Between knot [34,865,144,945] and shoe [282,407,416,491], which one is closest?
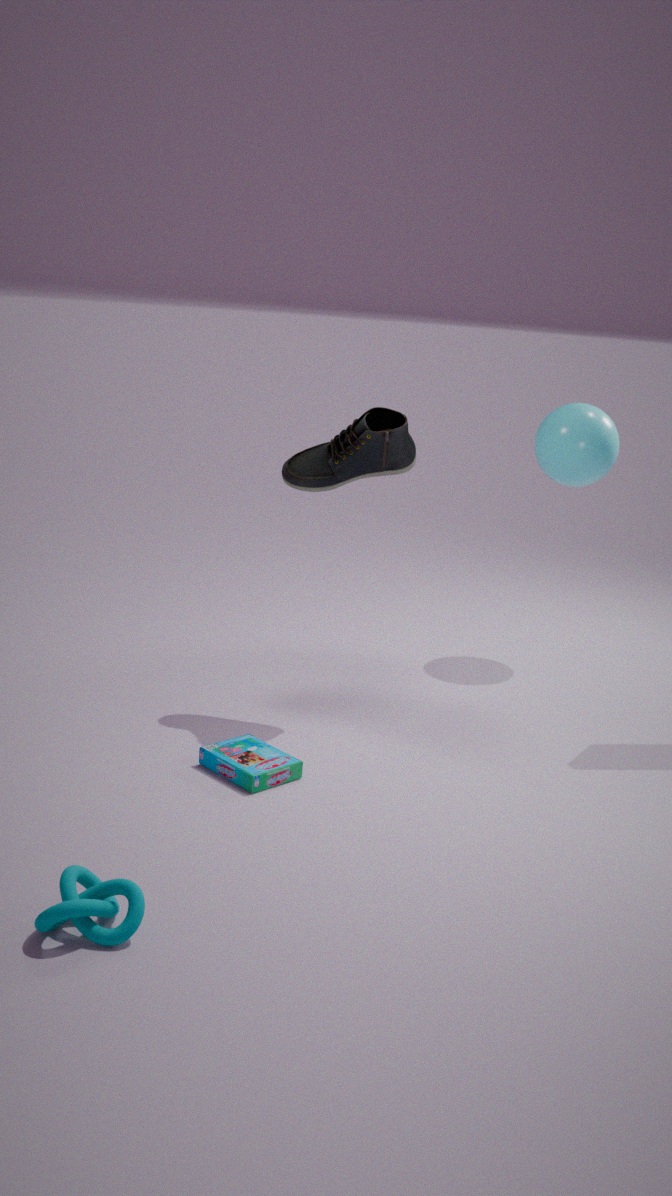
knot [34,865,144,945]
